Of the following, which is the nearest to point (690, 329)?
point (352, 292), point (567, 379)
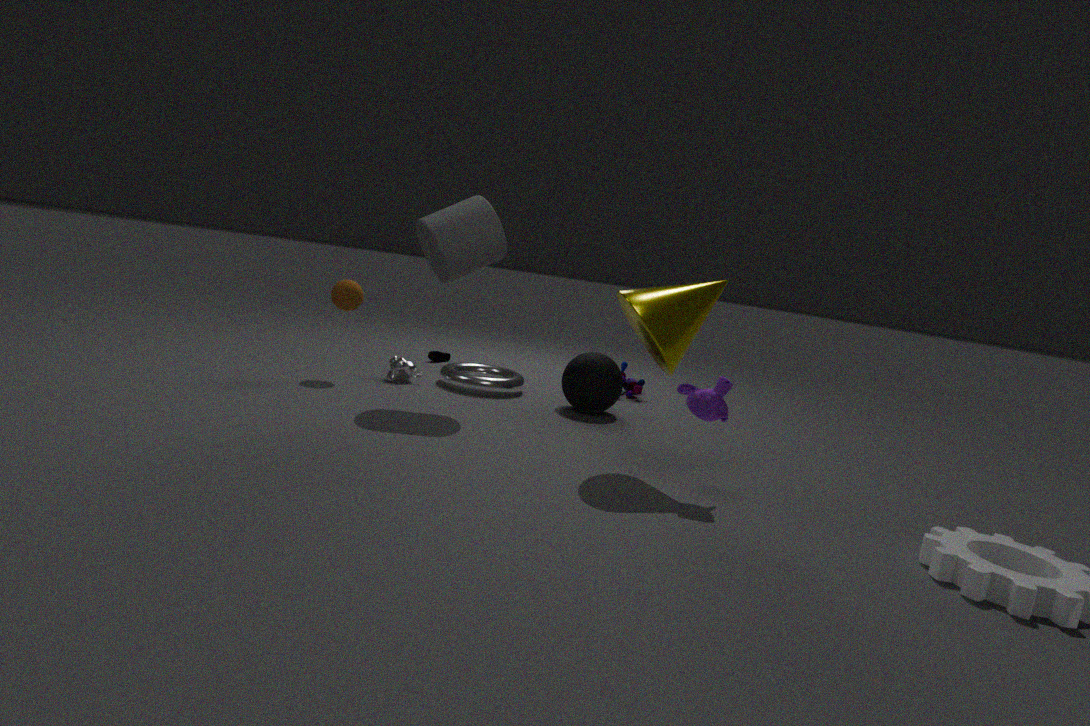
point (567, 379)
